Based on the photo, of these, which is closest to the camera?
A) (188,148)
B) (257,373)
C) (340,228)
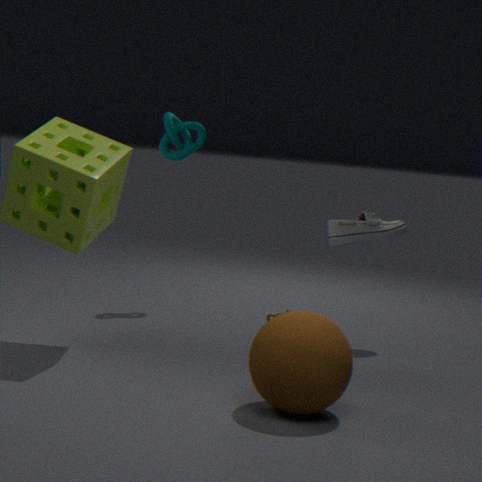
(257,373)
